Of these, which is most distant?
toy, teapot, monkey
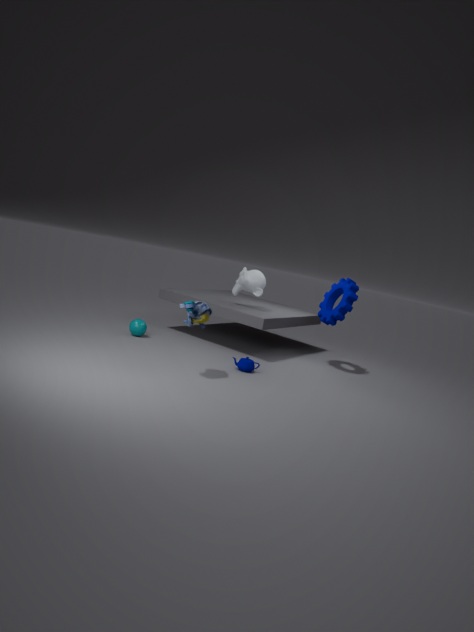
monkey
